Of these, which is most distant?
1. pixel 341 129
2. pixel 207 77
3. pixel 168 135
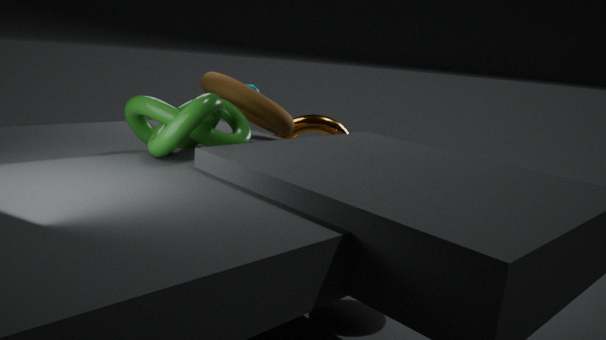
pixel 341 129
